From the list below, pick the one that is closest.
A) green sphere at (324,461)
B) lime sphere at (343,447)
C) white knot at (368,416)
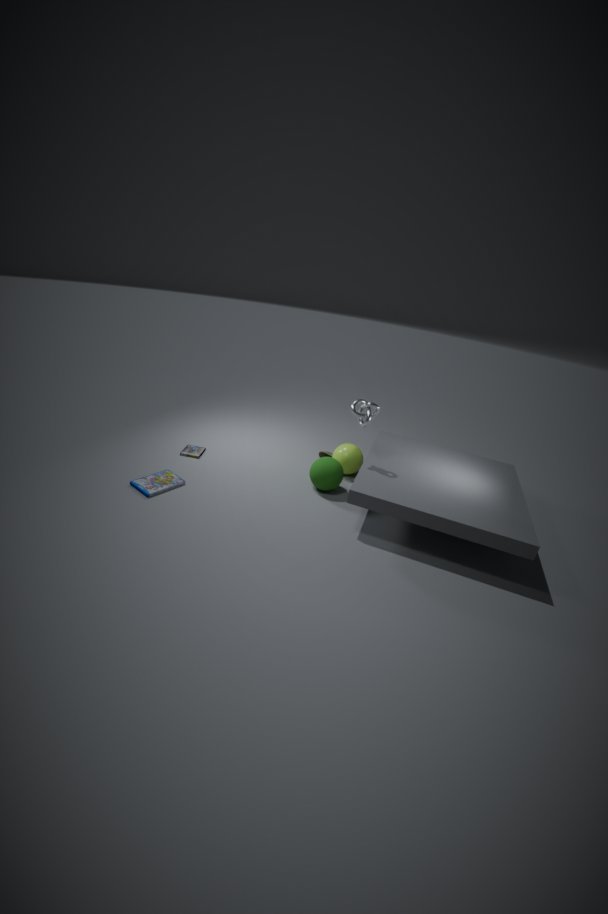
white knot at (368,416)
